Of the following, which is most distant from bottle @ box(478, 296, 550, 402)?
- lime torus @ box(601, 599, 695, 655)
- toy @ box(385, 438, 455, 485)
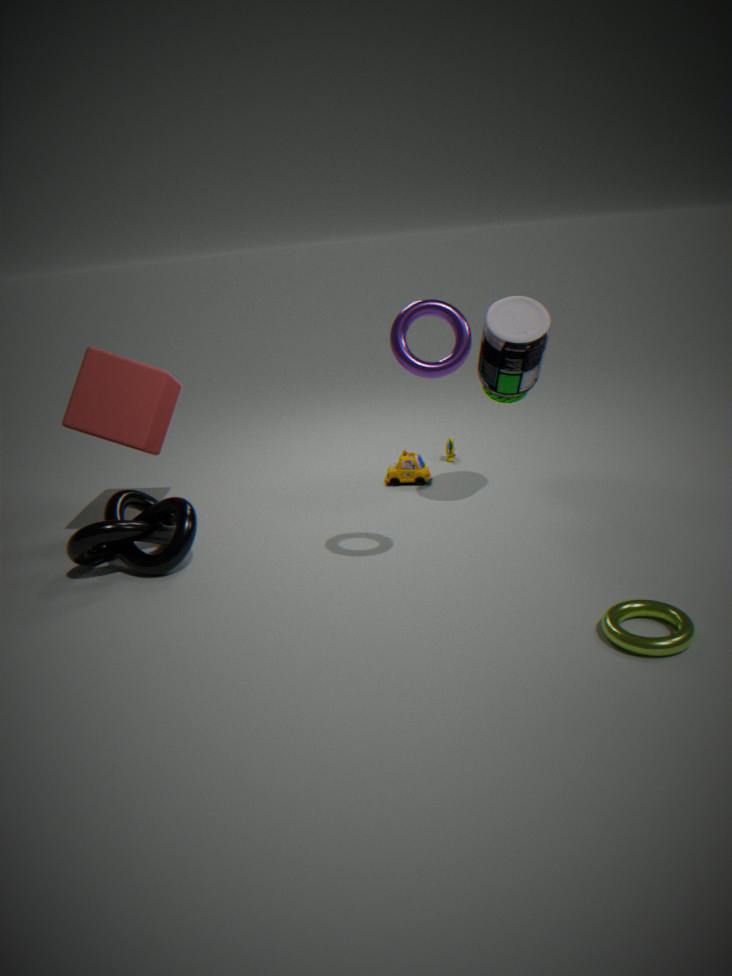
lime torus @ box(601, 599, 695, 655)
